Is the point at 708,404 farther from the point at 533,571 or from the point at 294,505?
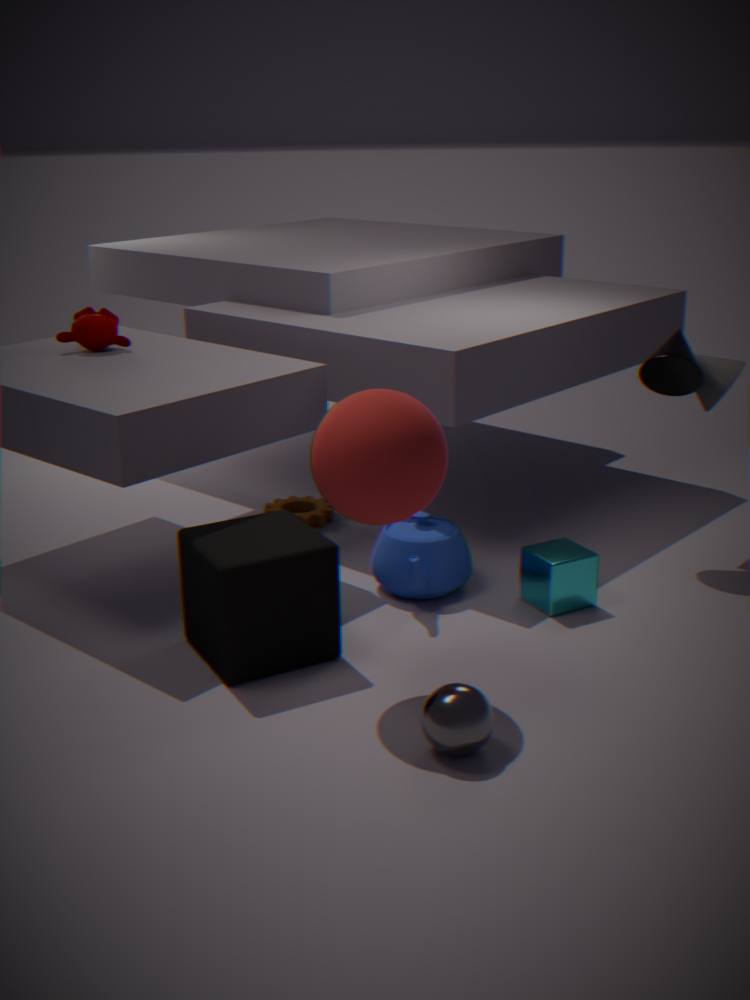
the point at 294,505
